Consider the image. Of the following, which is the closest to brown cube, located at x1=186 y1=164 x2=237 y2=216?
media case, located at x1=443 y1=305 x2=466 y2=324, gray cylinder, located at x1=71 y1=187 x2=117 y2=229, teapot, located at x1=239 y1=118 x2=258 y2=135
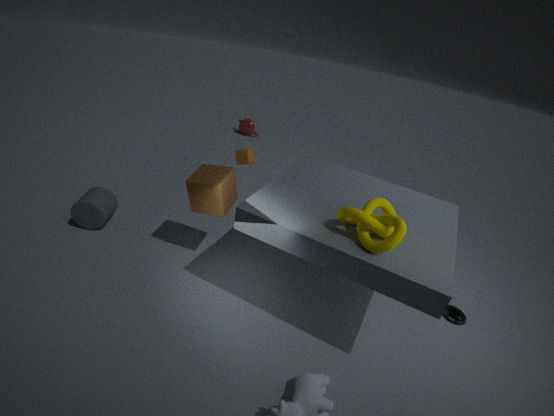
gray cylinder, located at x1=71 y1=187 x2=117 y2=229
